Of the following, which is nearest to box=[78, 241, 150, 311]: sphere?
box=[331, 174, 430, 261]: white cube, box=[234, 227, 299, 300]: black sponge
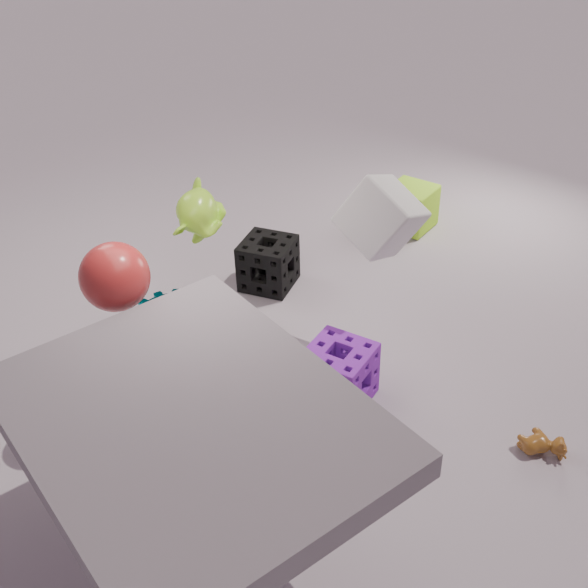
box=[331, 174, 430, 261]: white cube
